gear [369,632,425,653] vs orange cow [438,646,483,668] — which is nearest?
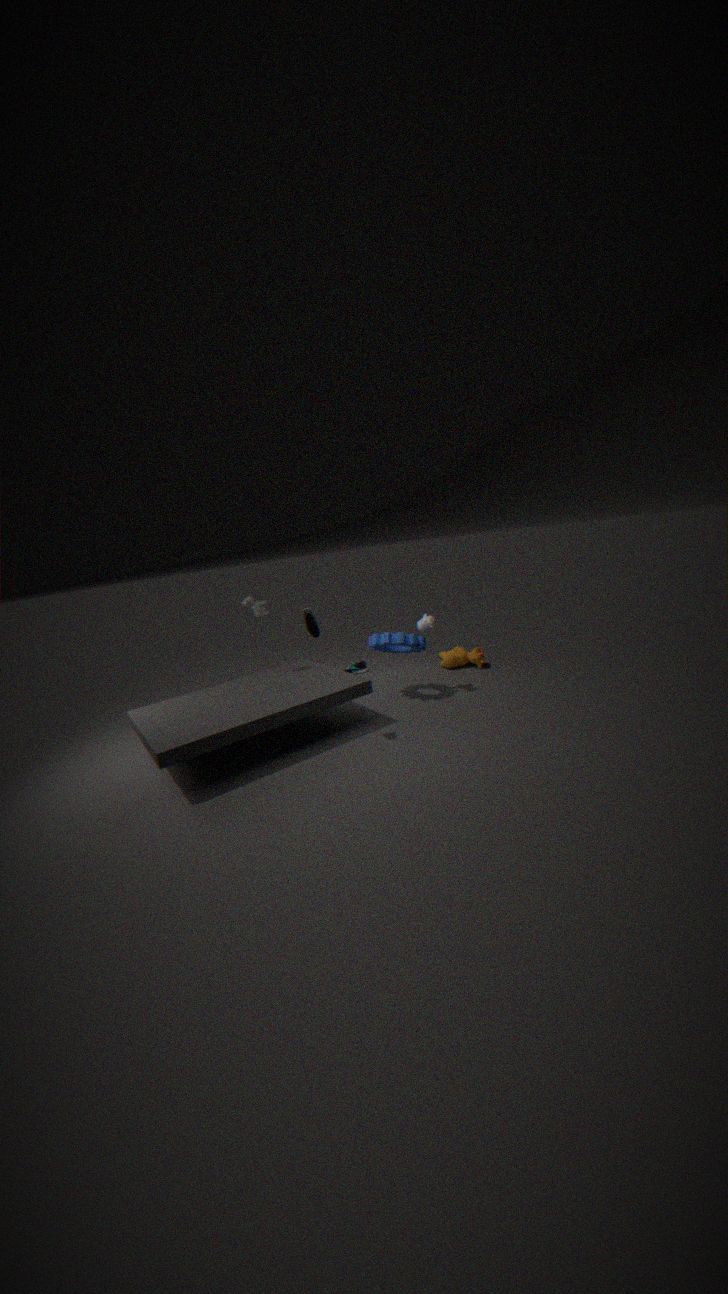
gear [369,632,425,653]
